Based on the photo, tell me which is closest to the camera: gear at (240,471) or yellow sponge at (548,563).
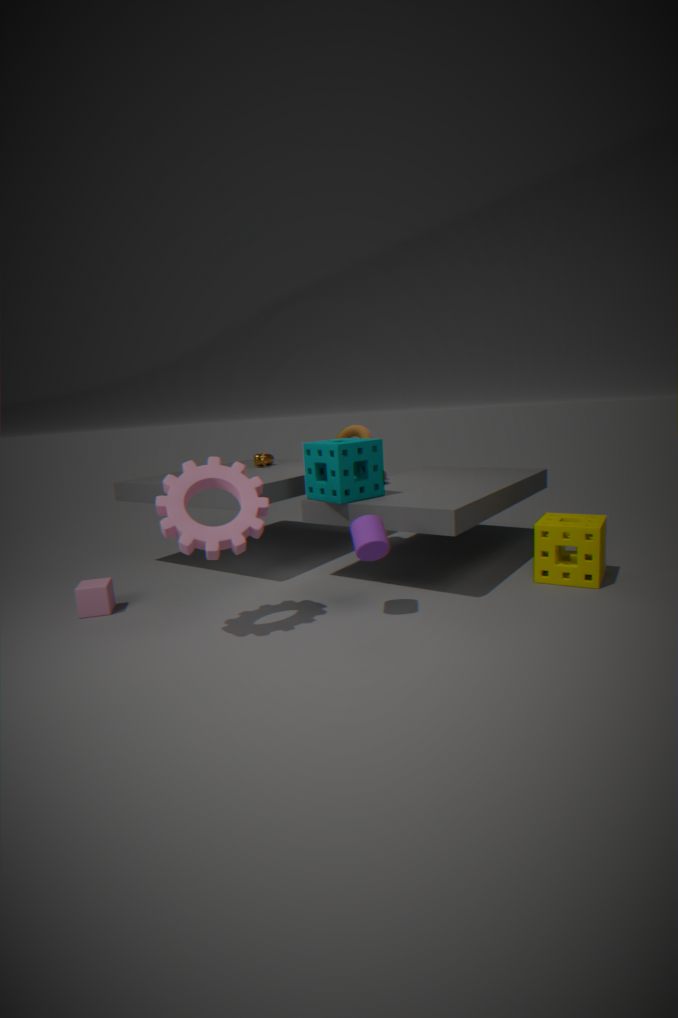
gear at (240,471)
